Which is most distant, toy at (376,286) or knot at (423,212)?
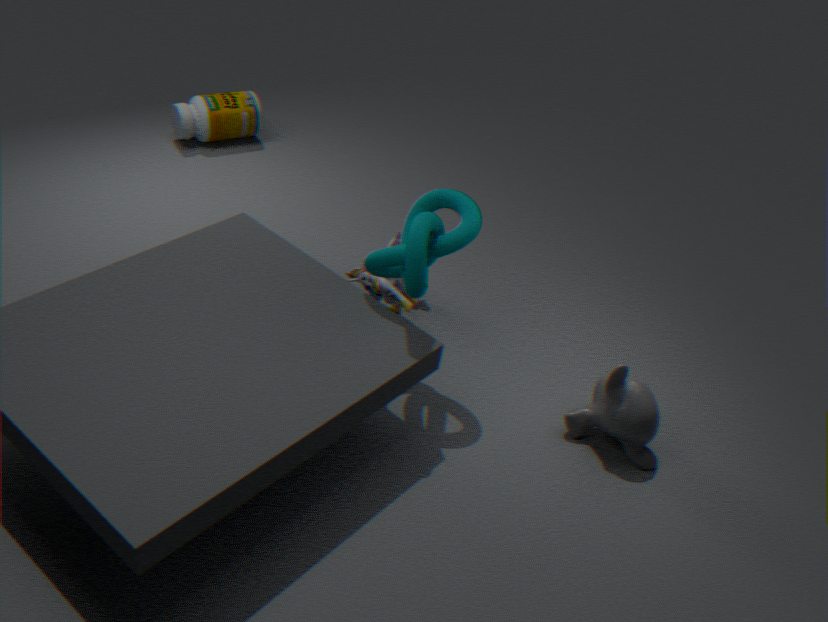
toy at (376,286)
